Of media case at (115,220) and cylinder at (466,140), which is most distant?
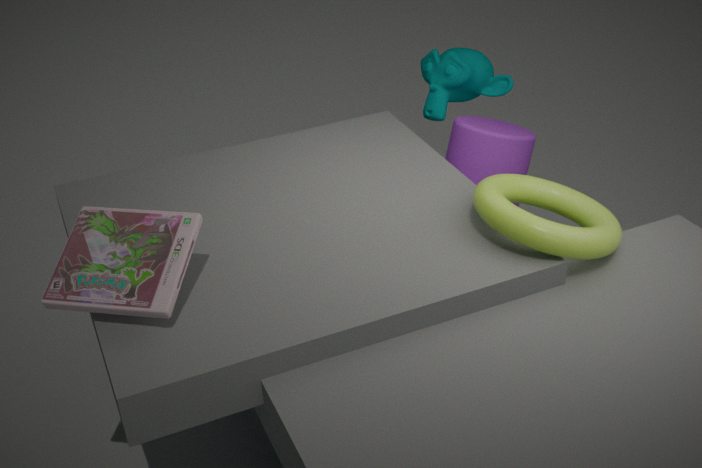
cylinder at (466,140)
